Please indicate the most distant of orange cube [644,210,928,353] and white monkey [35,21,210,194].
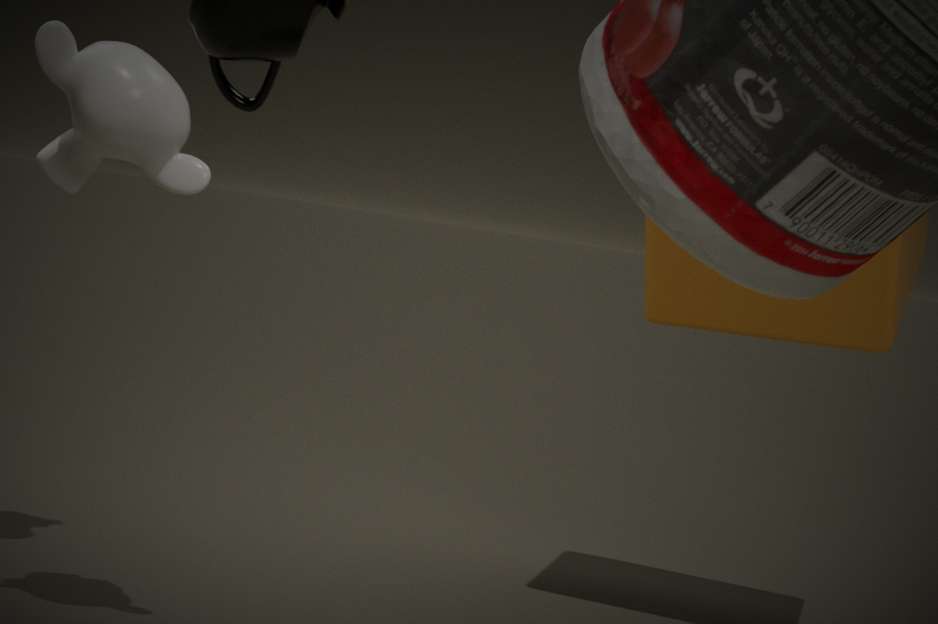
orange cube [644,210,928,353]
